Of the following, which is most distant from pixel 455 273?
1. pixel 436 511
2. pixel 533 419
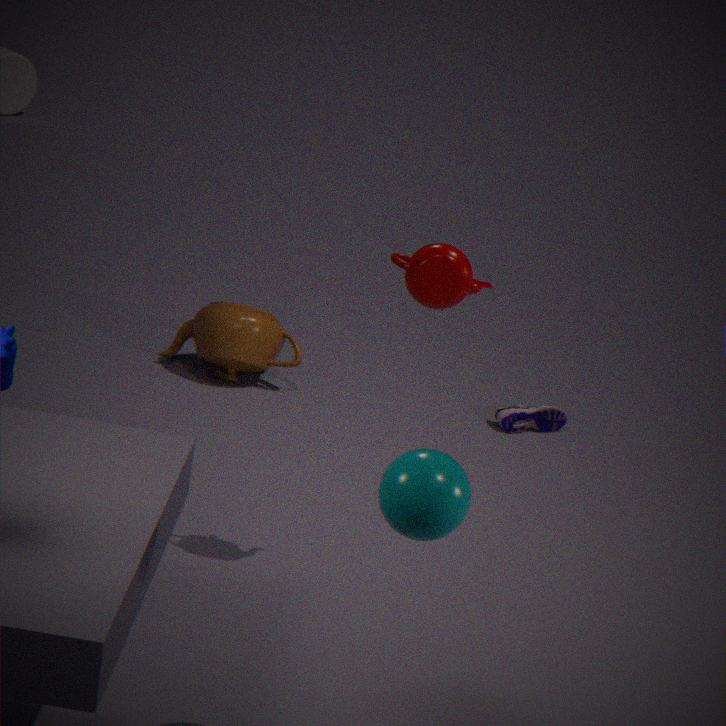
pixel 533 419
